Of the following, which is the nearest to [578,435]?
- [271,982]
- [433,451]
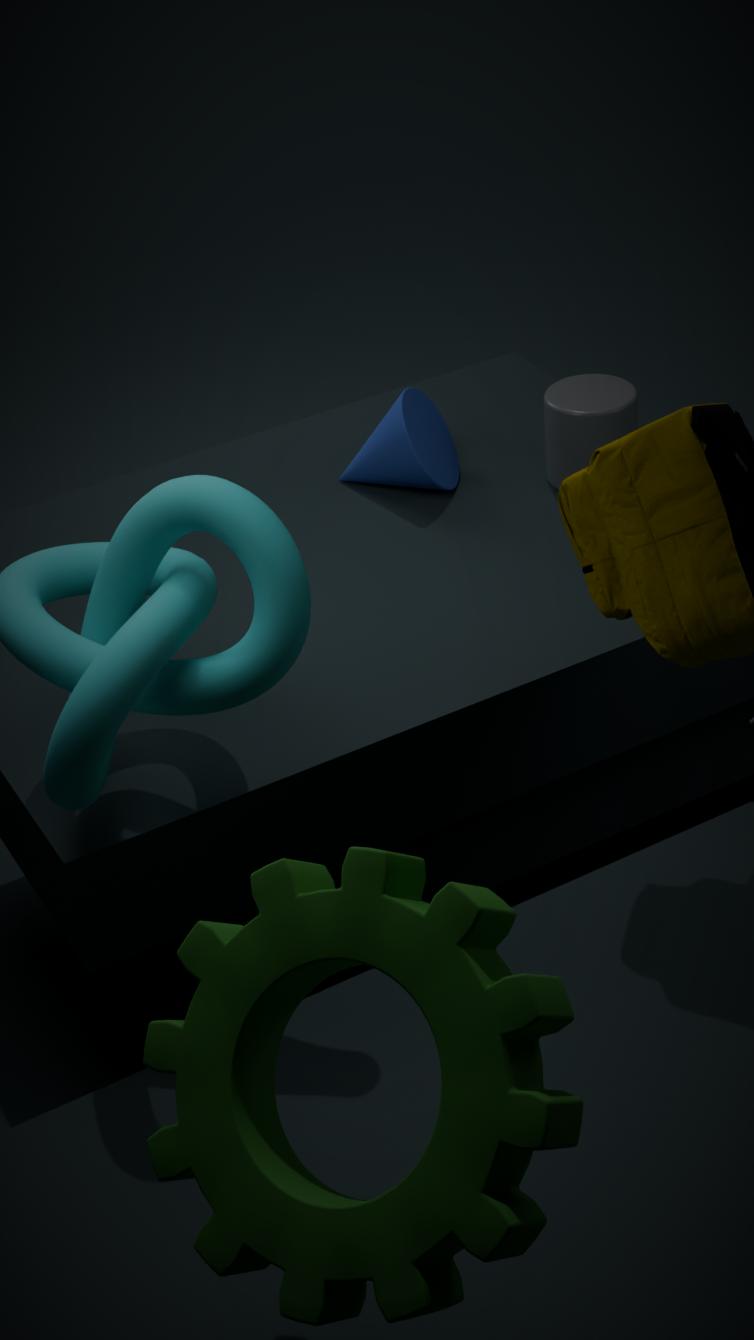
[433,451]
